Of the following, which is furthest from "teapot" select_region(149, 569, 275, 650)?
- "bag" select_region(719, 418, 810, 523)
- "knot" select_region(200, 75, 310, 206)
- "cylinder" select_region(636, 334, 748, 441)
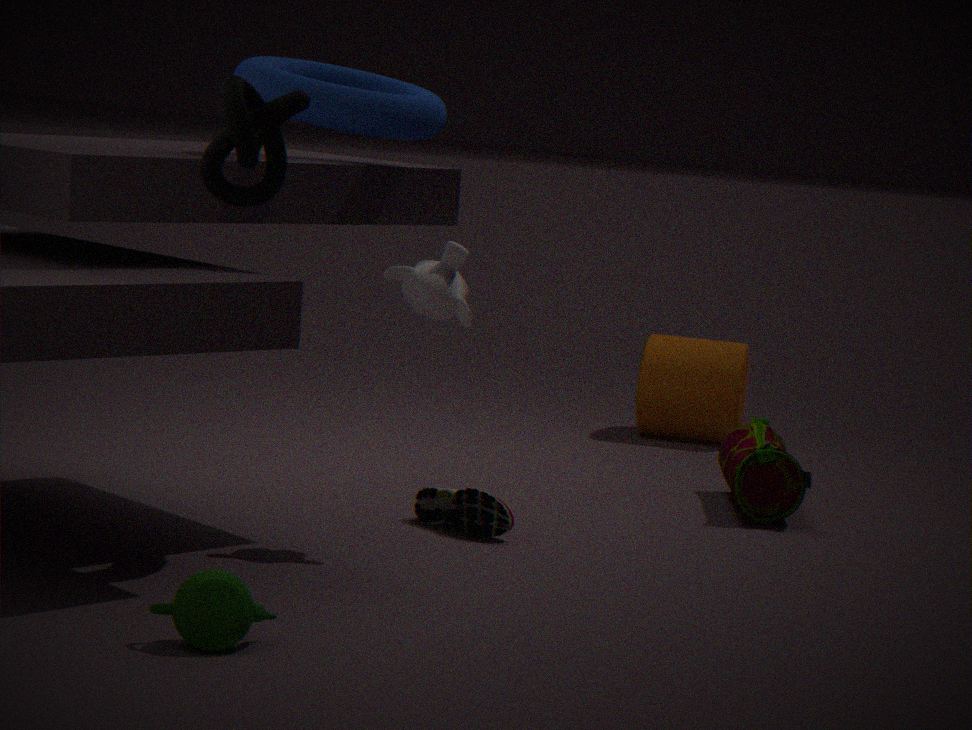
"cylinder" select_region(636, 334, 748, 441)
